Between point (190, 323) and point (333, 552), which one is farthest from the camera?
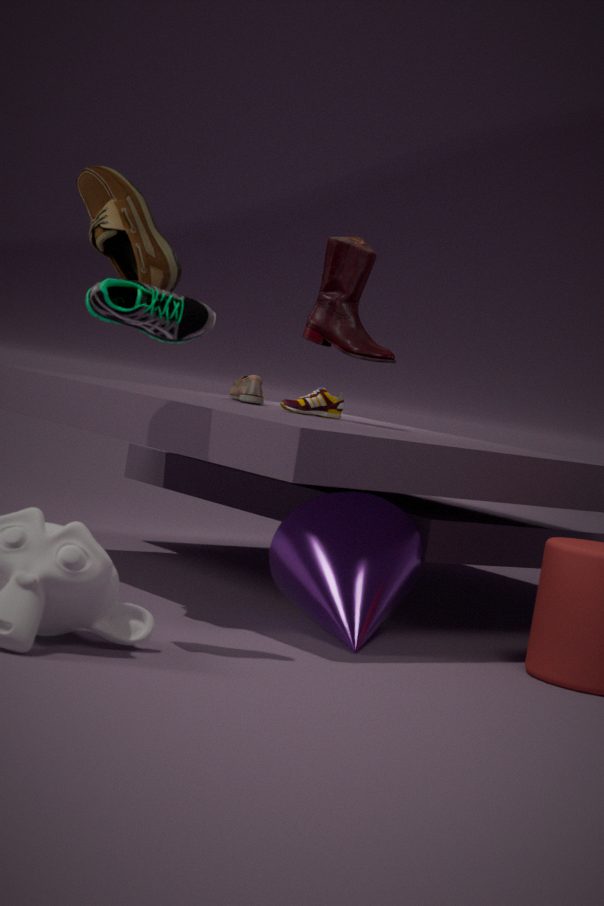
point (333, 552)
